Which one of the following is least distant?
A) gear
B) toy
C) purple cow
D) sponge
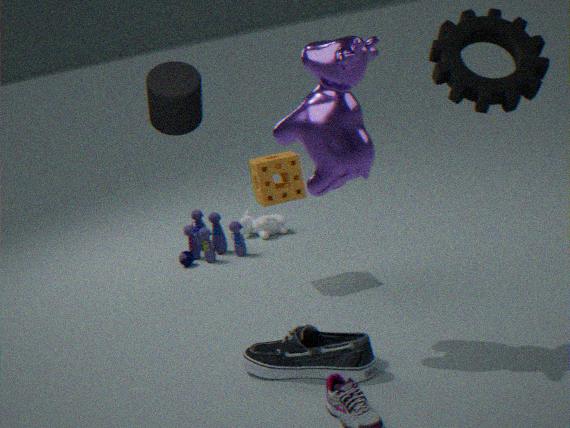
gear
